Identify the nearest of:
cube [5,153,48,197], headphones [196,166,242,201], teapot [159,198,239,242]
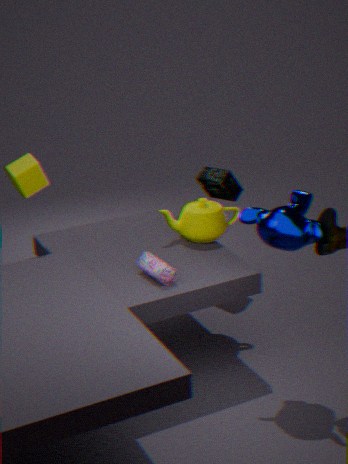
cube [5,153,48,197]
